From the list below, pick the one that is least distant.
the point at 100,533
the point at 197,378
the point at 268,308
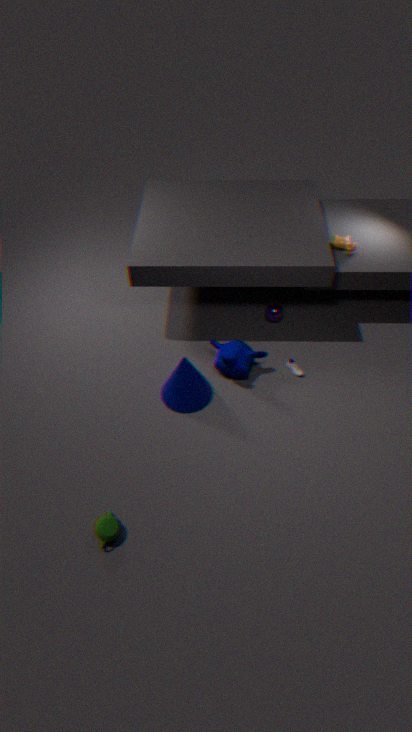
the point at 100,533
